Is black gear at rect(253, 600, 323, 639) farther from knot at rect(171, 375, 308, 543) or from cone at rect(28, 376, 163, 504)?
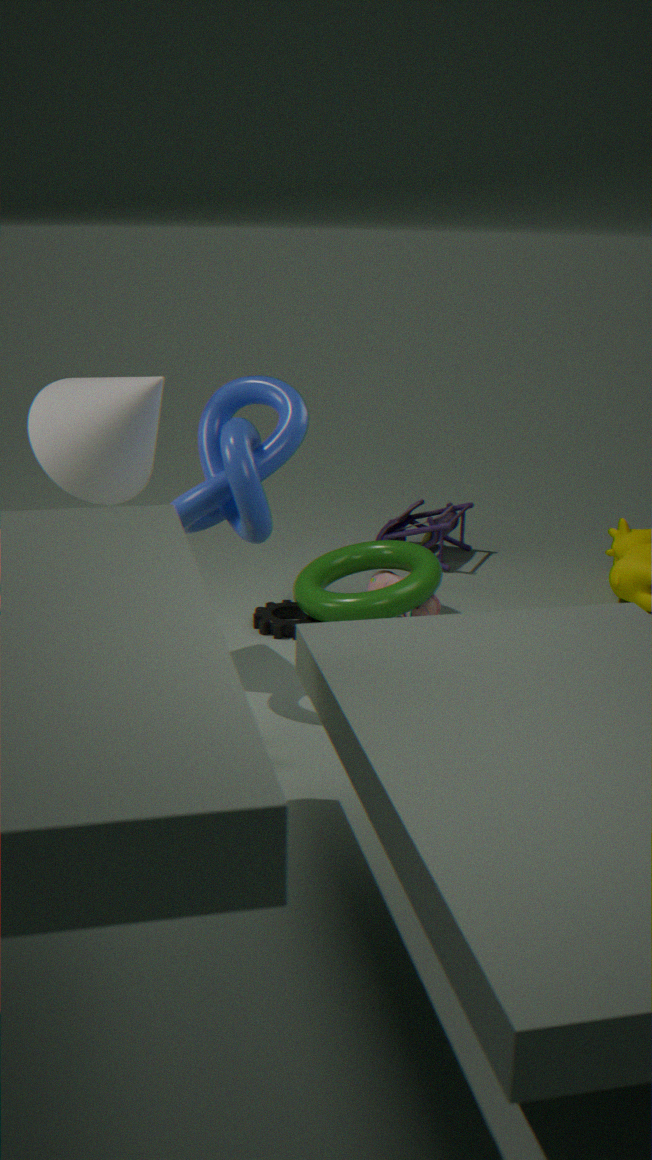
cone at rect(28, 376, 163, 504)
